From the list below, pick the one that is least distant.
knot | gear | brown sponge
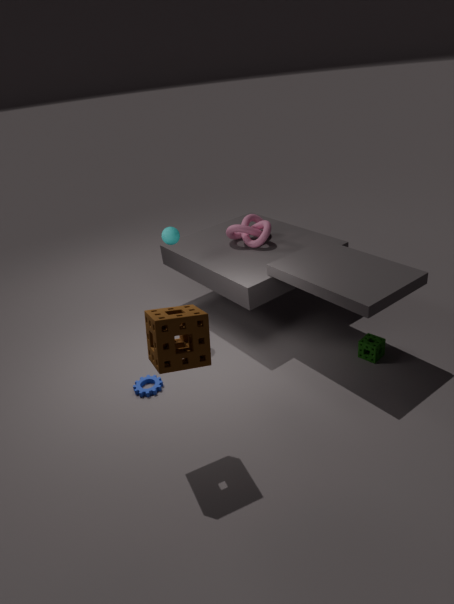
brown sponge
